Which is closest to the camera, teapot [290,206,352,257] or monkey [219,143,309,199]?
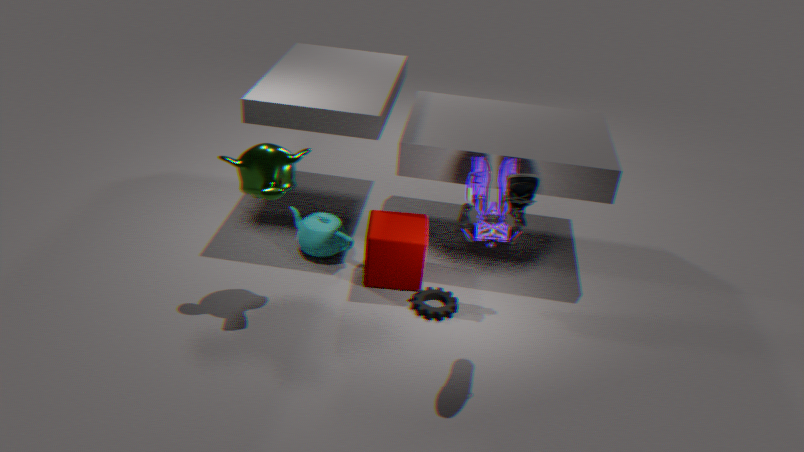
monkey [219,143,309,199]
